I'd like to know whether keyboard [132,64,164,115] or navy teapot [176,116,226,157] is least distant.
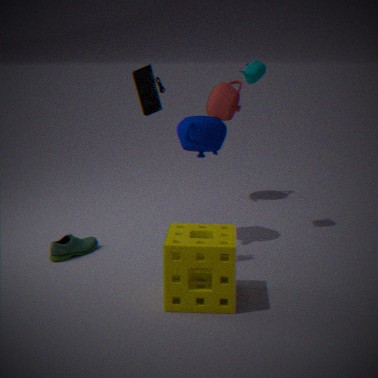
keyboard [132,64,164,115]
